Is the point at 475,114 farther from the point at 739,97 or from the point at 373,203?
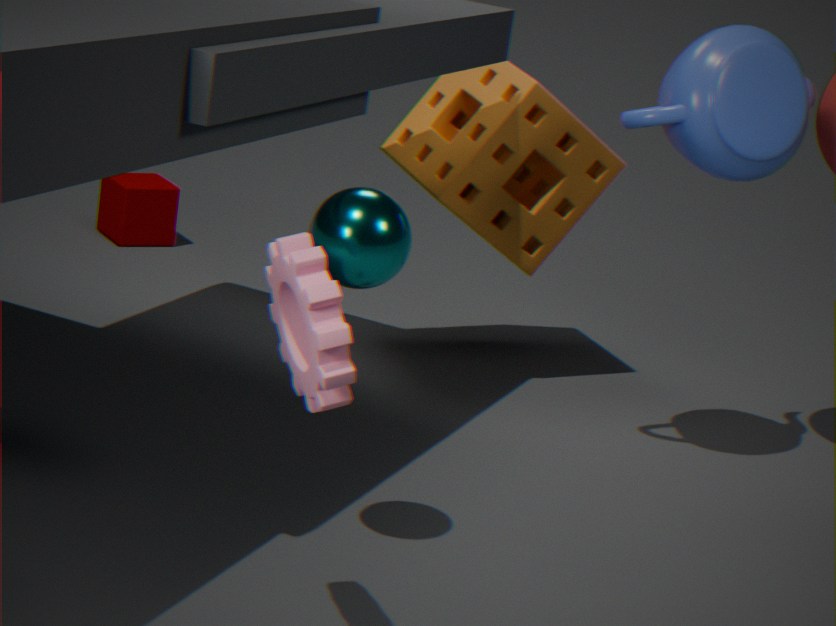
the point at 373,203
